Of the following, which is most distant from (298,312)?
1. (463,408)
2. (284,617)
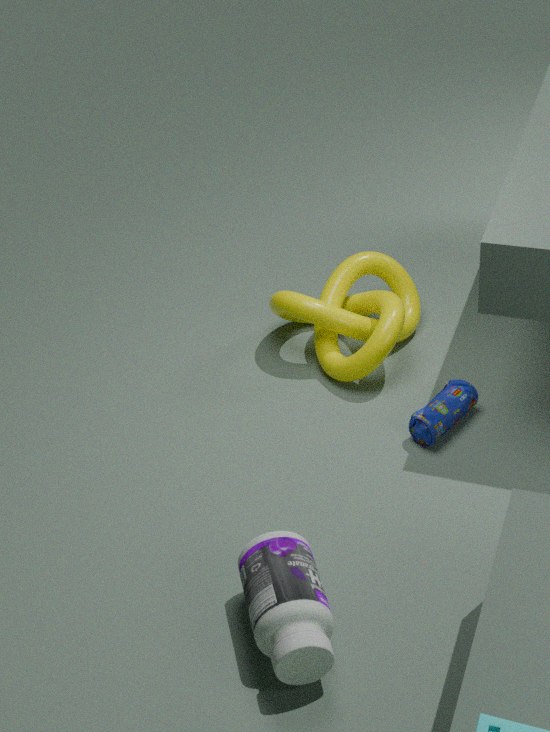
(284,617)
